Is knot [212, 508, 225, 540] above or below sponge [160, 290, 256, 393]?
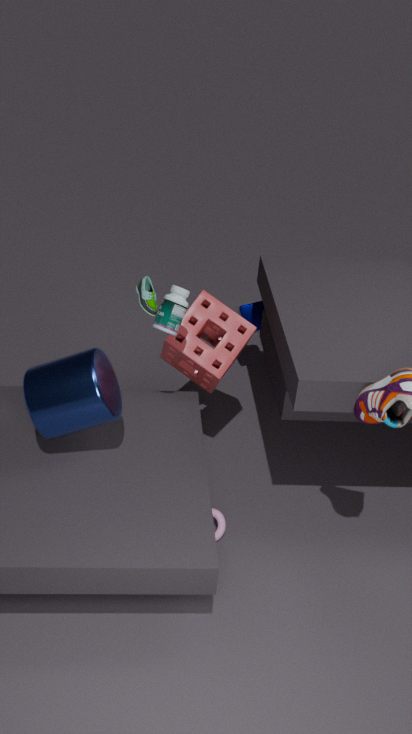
below
